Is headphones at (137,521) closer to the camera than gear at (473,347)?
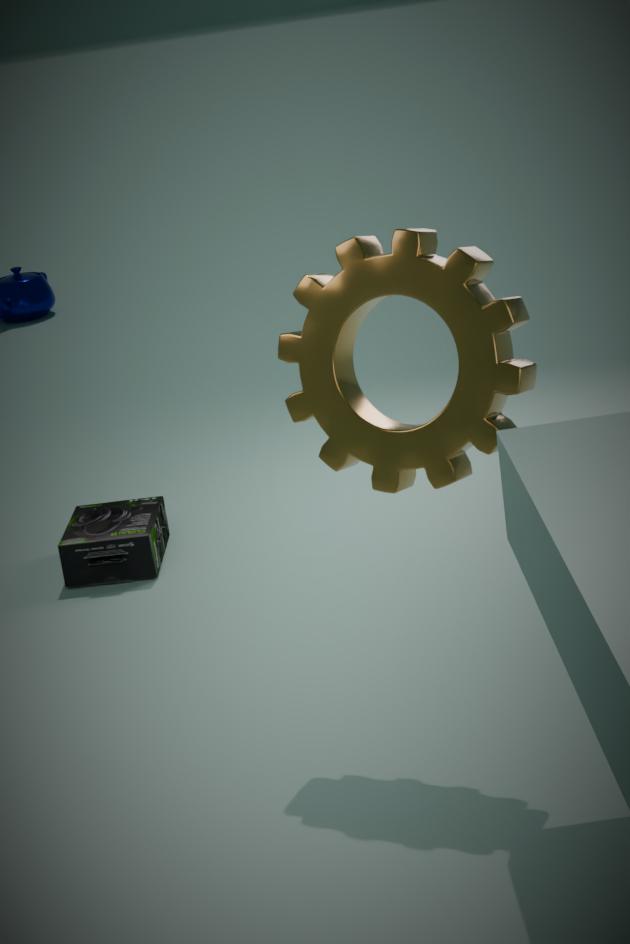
No
